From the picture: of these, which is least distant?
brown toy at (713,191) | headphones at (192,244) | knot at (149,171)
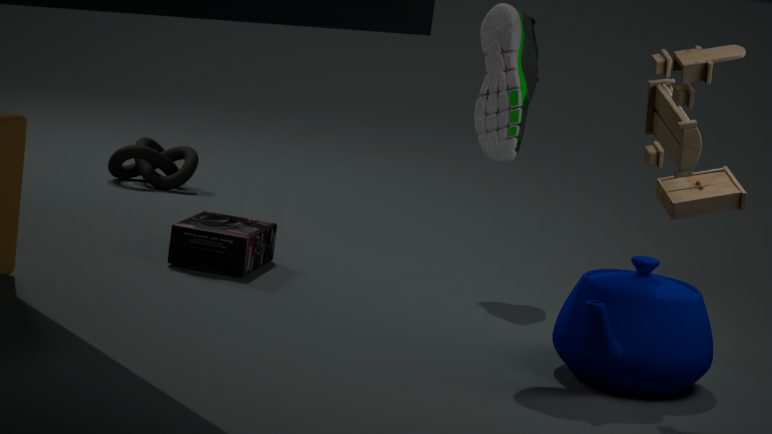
brown toy at (713,191)
